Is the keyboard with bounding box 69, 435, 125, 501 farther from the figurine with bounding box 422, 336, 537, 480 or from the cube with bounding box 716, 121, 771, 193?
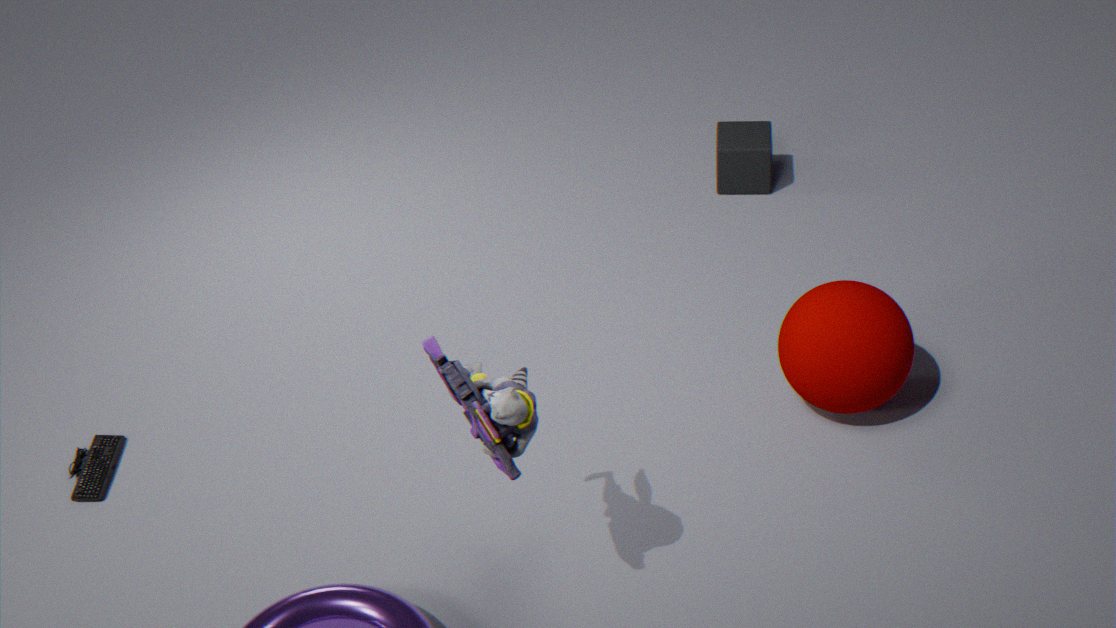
the cube with bounding box 716, 121, 771, 193
